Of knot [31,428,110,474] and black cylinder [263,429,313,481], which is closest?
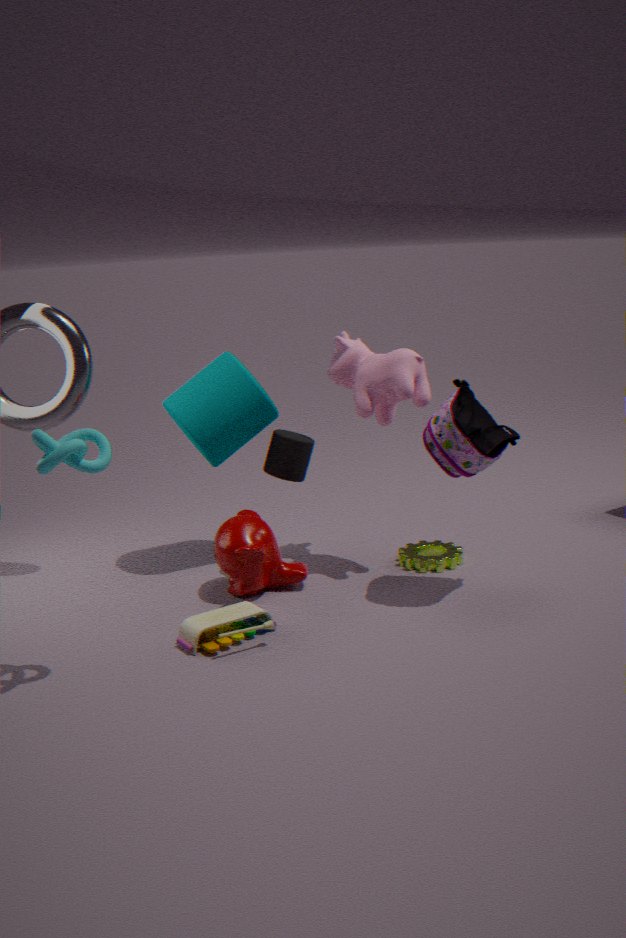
knot [31,428,110,474]
